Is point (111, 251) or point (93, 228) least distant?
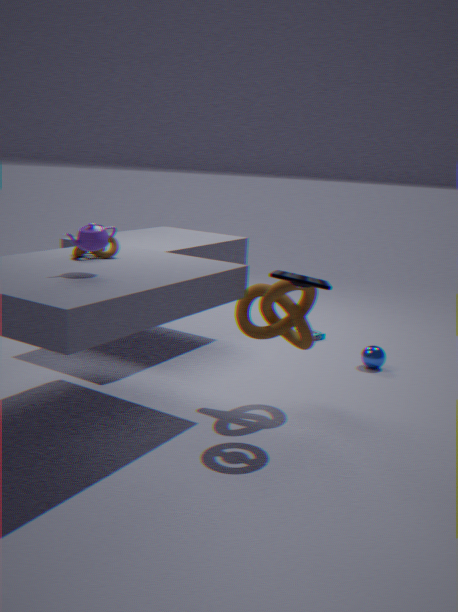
point (93, 228)
